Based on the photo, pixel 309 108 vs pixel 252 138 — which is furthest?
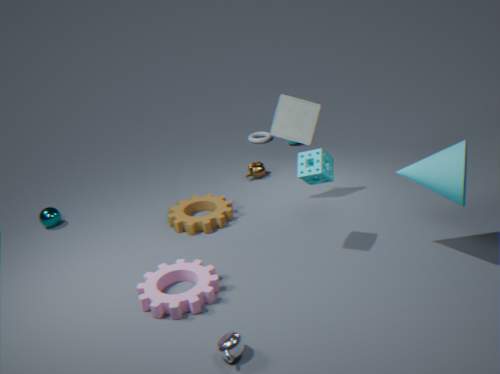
pixel 252 138
